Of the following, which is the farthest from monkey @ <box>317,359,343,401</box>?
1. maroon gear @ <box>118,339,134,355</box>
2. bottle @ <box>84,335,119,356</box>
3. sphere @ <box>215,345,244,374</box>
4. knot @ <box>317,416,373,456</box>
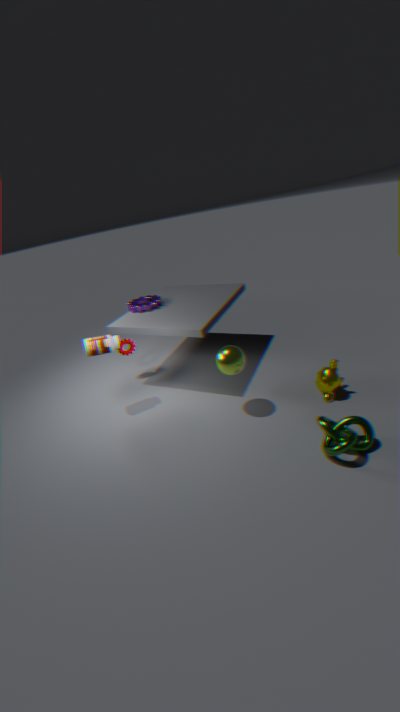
maroon gear @ <box>118,339,134,355</box>
